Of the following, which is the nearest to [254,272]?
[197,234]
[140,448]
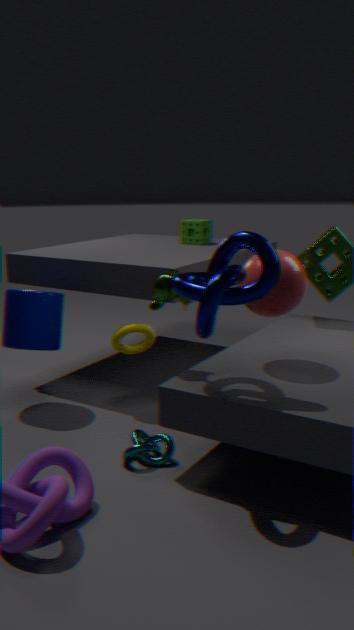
[140,448]
